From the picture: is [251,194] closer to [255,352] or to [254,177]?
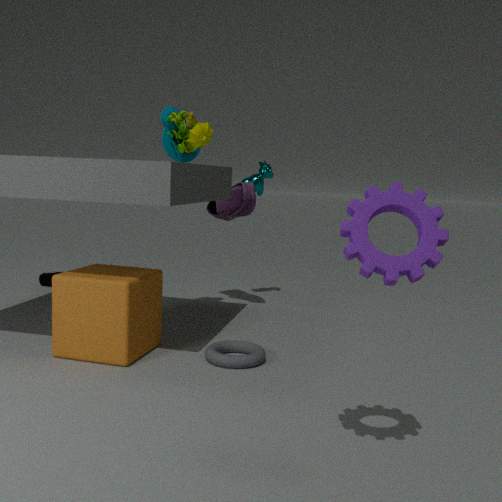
[254,177]
